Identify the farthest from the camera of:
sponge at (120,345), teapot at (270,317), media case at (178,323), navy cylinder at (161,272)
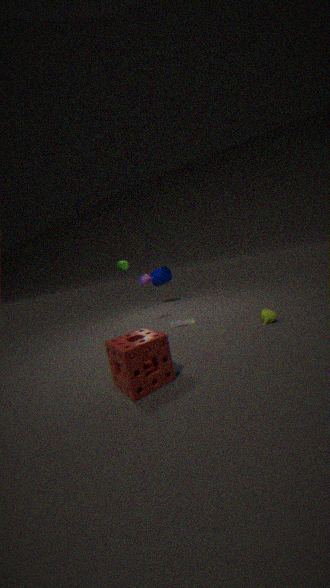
navy cylinder at (161,272)
